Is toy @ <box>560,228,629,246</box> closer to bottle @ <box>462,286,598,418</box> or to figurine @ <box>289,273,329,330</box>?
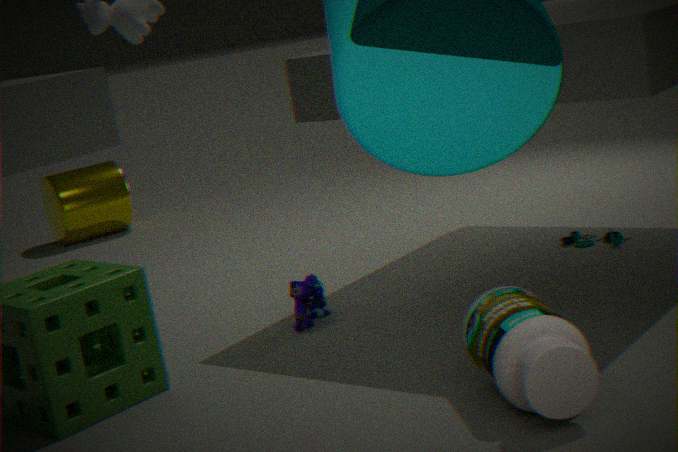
figurine @ <box>289,273,329,330</box>
